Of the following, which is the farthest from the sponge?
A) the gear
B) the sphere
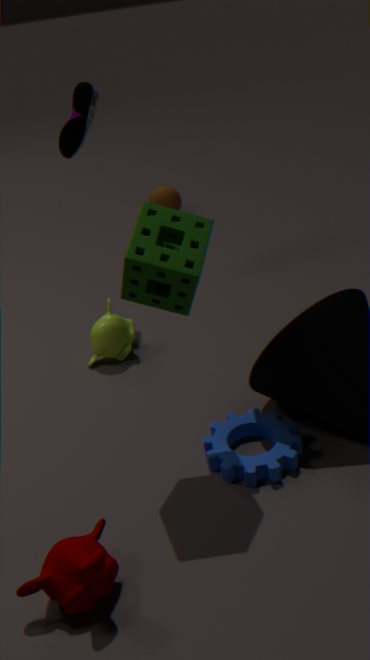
the sphere
